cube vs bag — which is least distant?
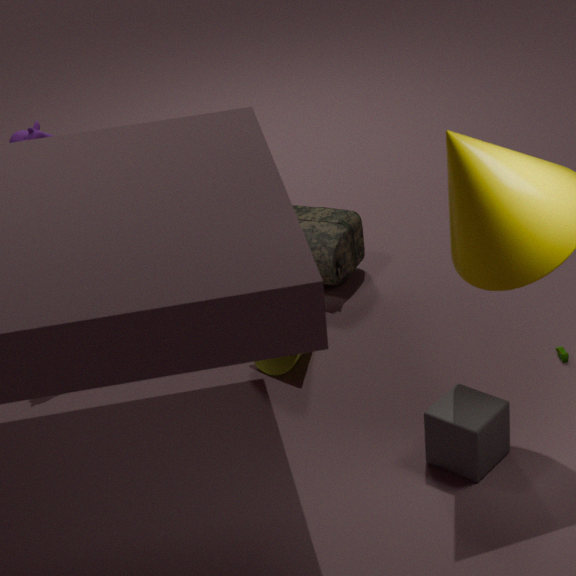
cube
